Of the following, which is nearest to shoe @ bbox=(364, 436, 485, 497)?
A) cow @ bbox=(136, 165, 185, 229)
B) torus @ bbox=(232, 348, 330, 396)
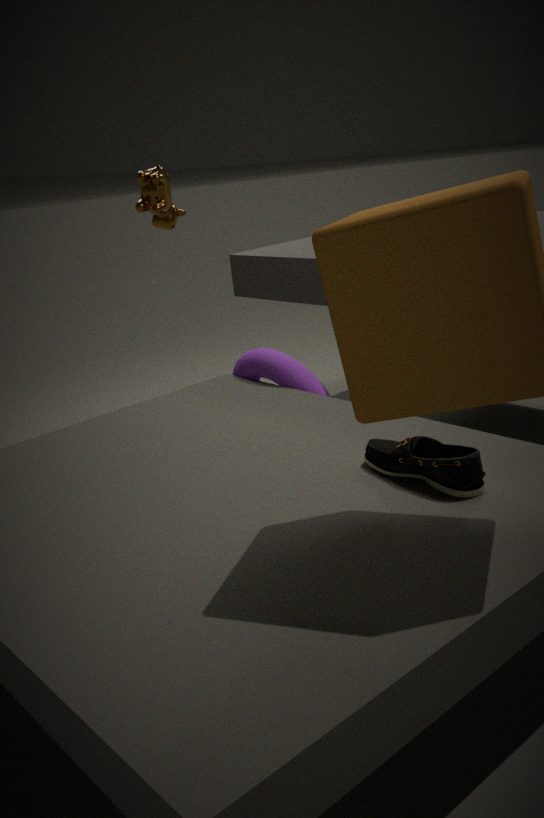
torus @ bbox=(232, 348, 330, 396)
